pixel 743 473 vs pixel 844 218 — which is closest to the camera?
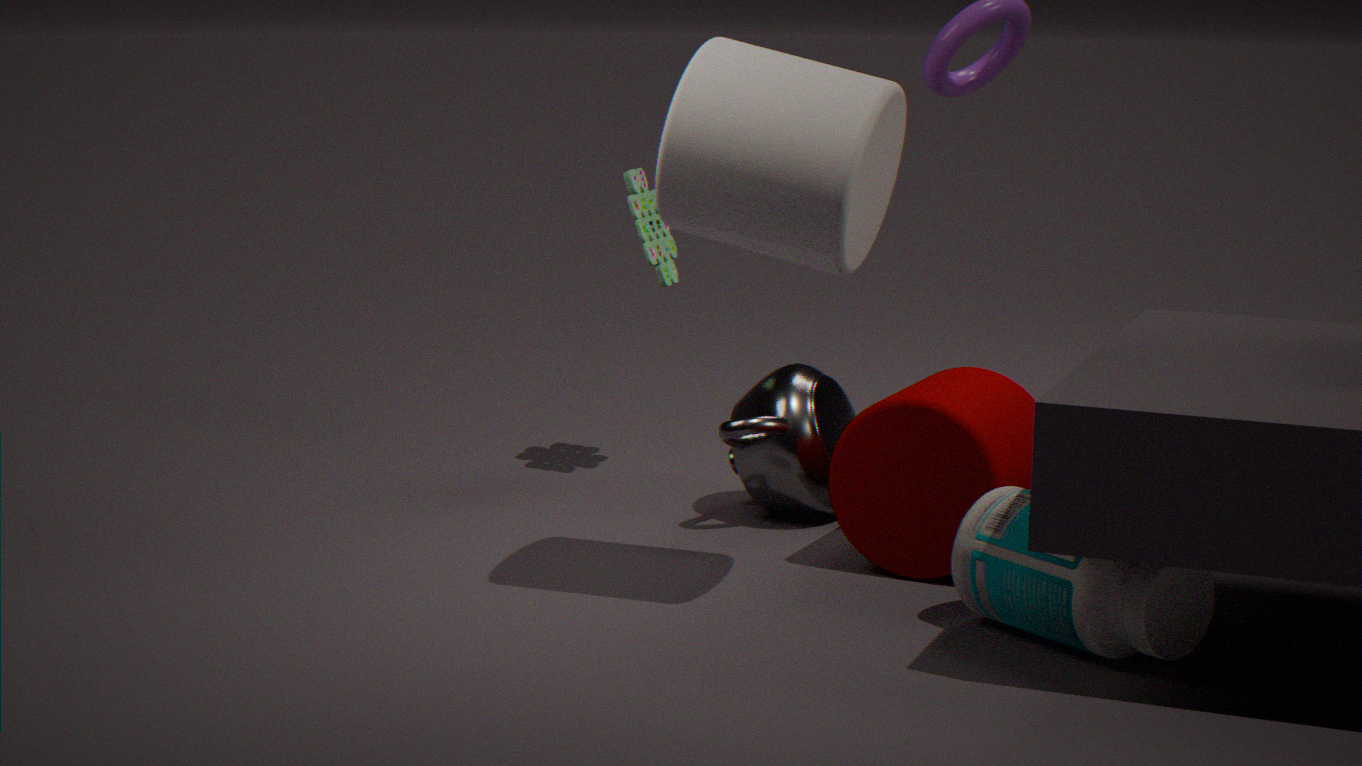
pixel 844 218
